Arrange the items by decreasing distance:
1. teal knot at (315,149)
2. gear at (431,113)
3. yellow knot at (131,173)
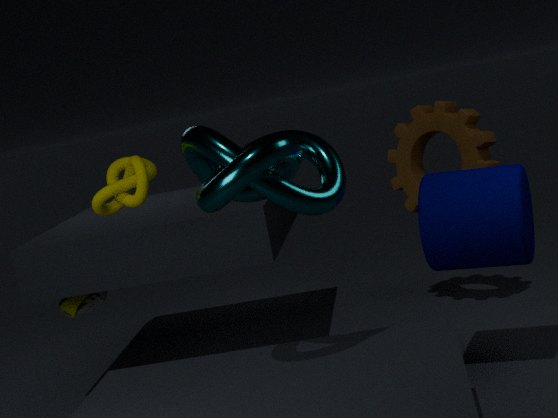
gear at (431,113) < yellow knot at (131,173) < teal knot at (315,149)
